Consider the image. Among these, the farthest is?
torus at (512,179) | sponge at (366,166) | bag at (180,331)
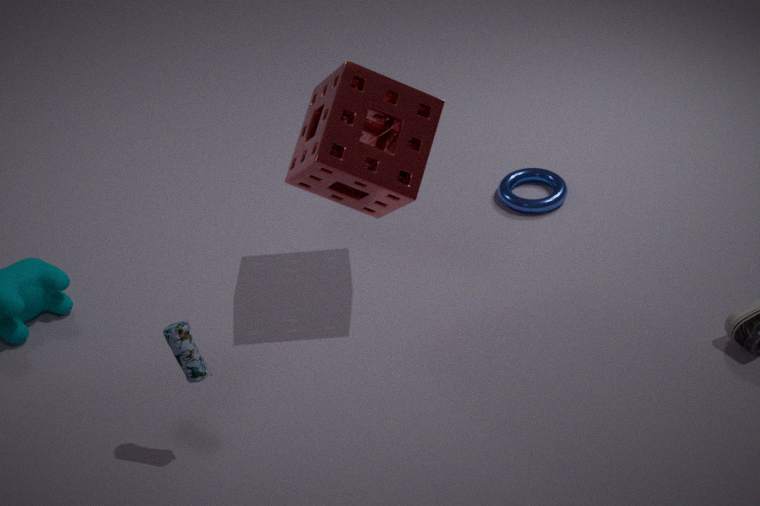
torus at (512,179)
